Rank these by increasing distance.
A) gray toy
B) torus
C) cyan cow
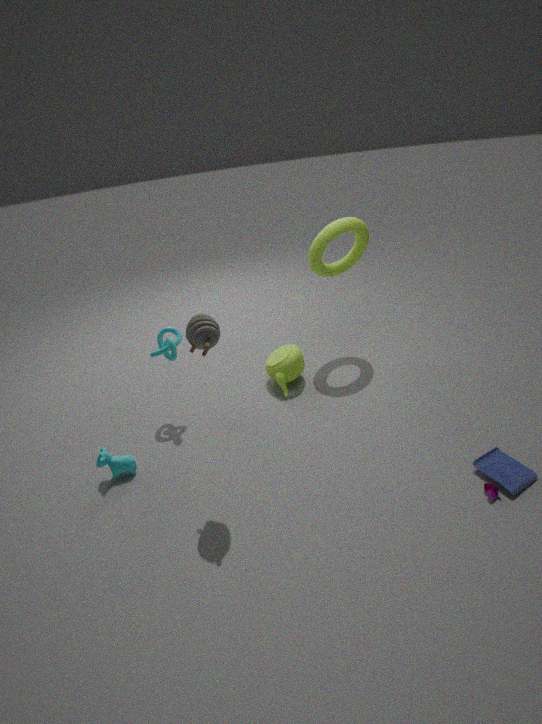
gray toy
cyan cow
torus
